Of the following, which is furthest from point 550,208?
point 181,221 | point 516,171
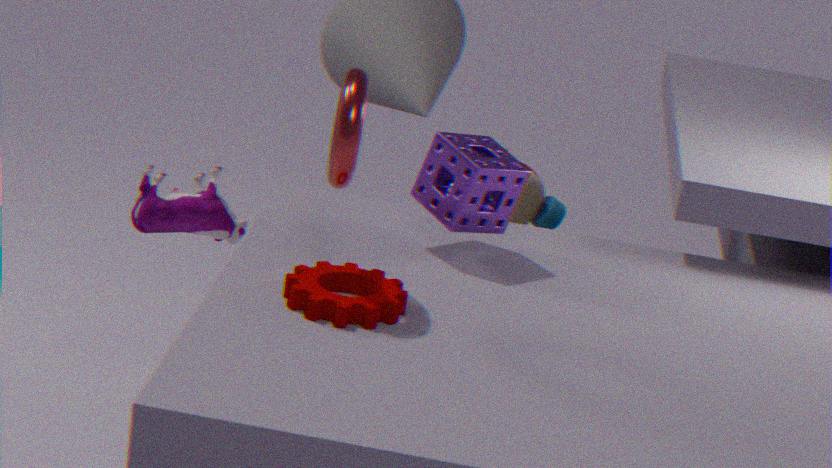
point 181,221
